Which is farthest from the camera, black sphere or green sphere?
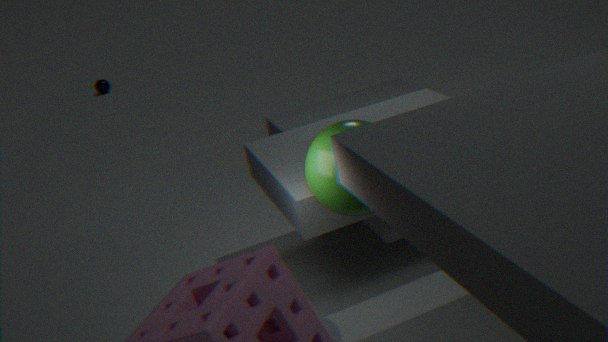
black sphere
